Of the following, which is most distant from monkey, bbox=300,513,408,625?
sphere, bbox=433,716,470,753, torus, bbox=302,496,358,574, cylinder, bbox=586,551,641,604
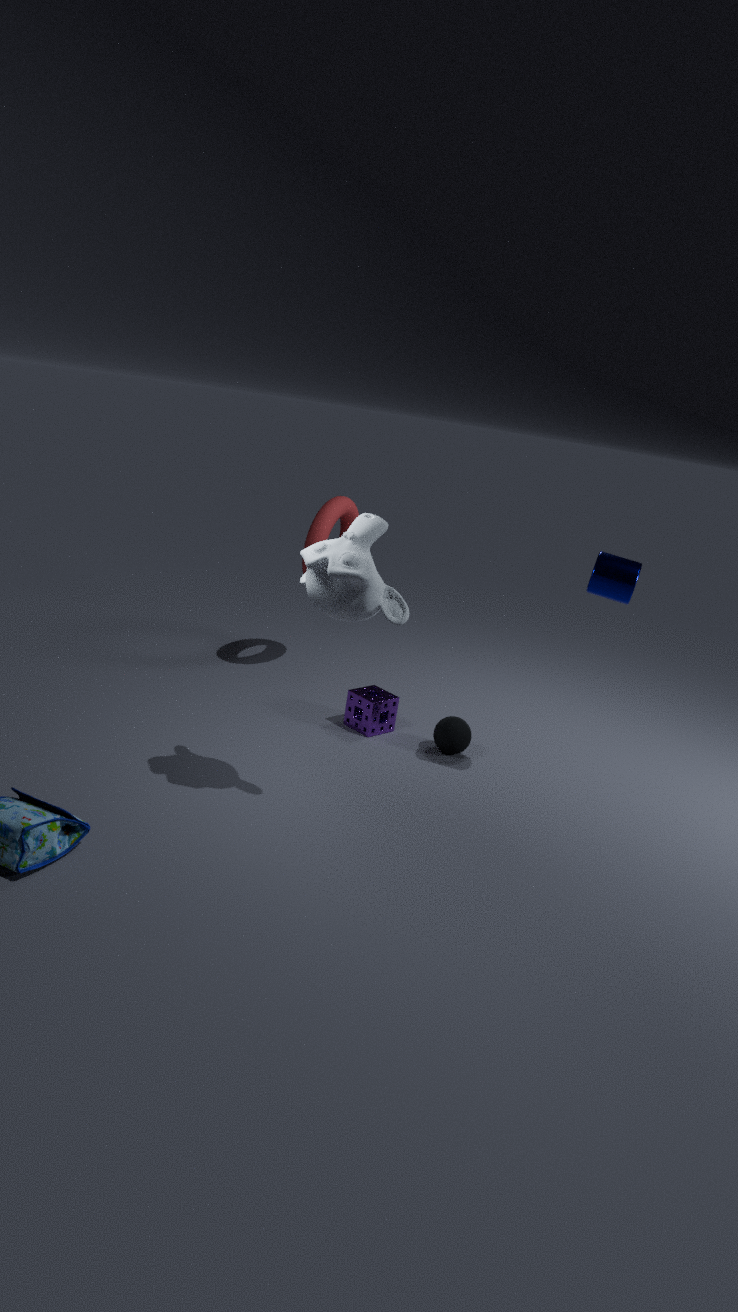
torus, bbox=302,496,358,574
